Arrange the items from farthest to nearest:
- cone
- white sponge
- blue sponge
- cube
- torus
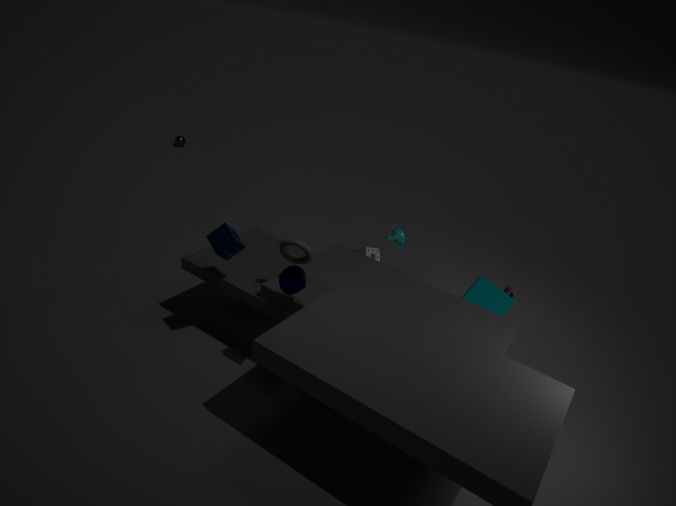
1. white sponge
2. cube
3. torus
4. blue sponge
5. cone
